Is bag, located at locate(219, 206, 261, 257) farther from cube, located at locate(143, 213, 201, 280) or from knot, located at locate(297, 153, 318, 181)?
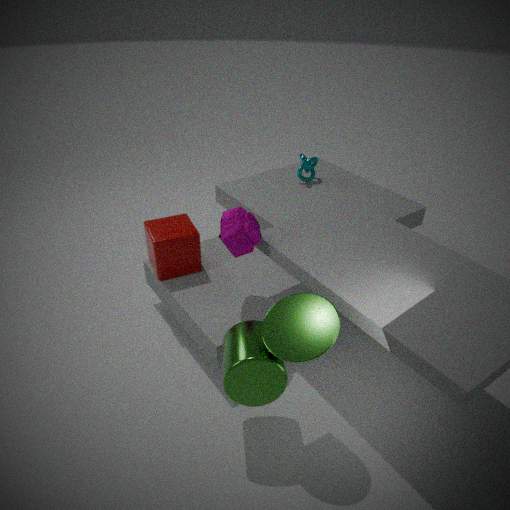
knot, located at locate(297, 153, 318, 181)
